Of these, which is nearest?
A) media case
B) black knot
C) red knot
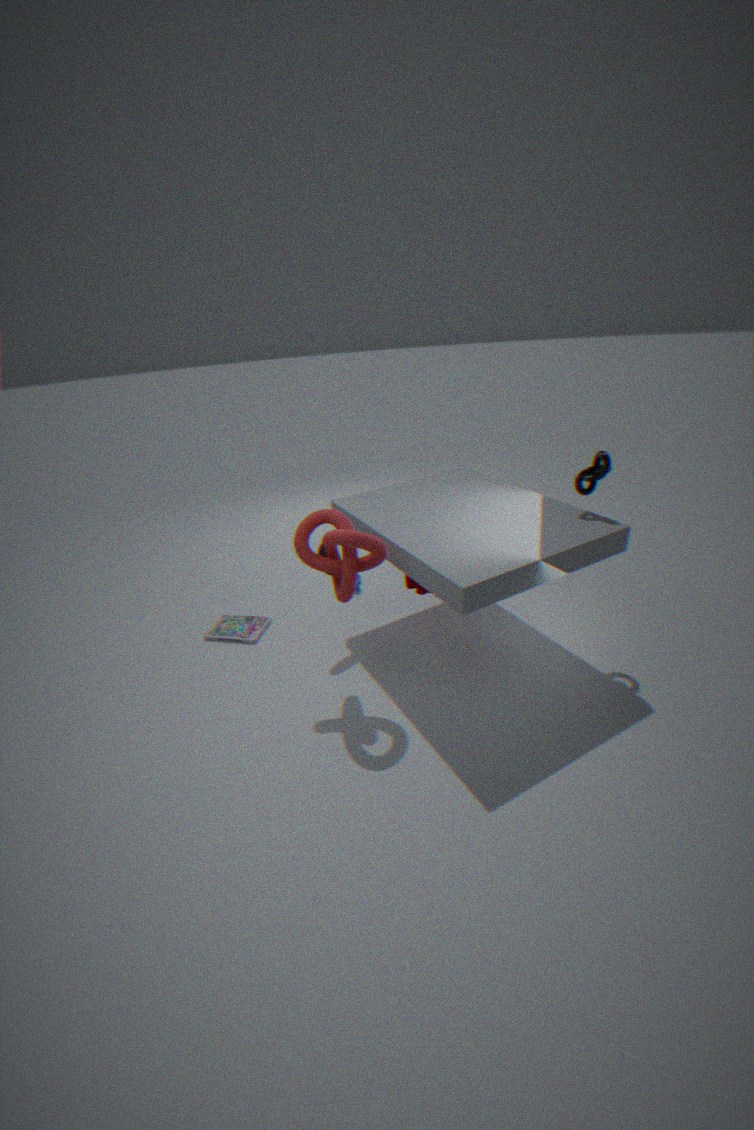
red knot
